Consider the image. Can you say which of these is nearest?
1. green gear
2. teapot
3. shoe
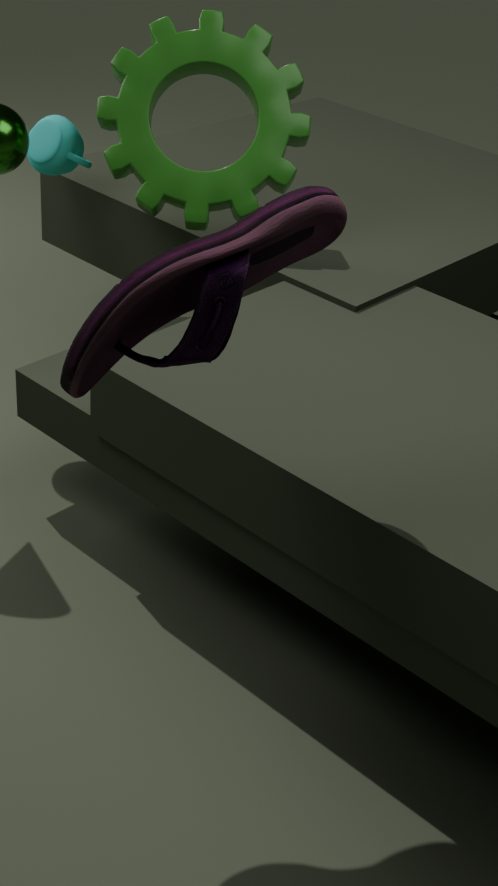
shoe
